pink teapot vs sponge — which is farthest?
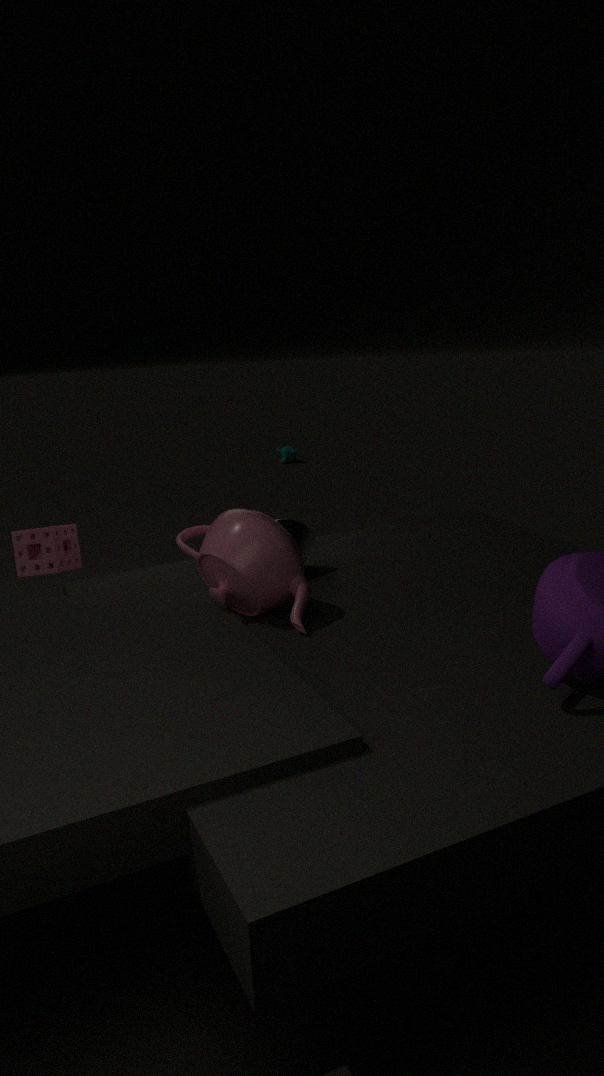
sponge
